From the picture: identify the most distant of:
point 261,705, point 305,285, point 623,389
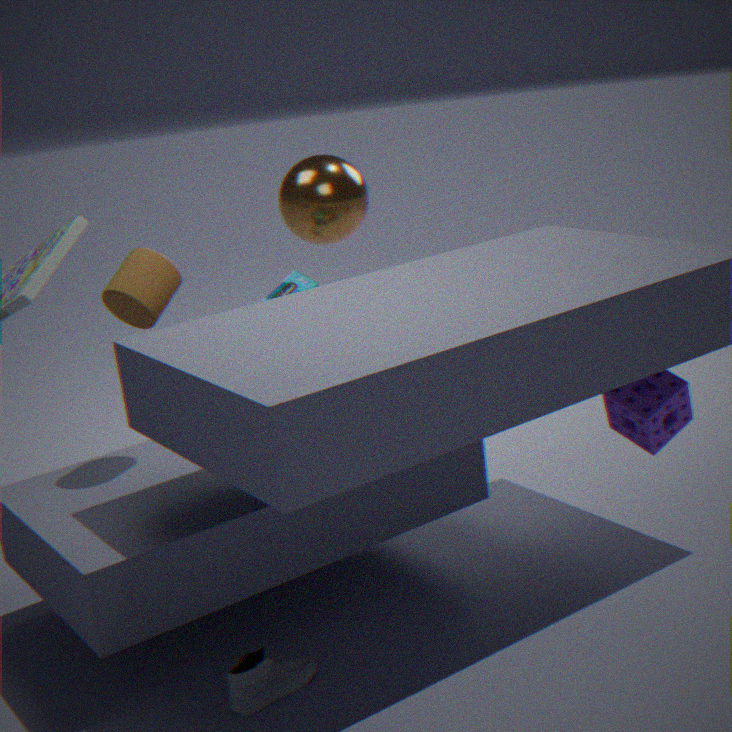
point 305,285
